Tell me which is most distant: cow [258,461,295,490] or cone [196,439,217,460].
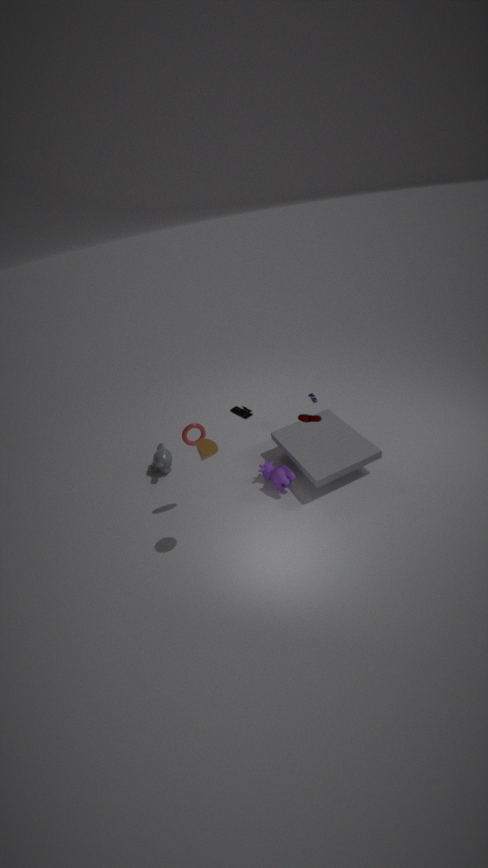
cow [258,461,295,490]
